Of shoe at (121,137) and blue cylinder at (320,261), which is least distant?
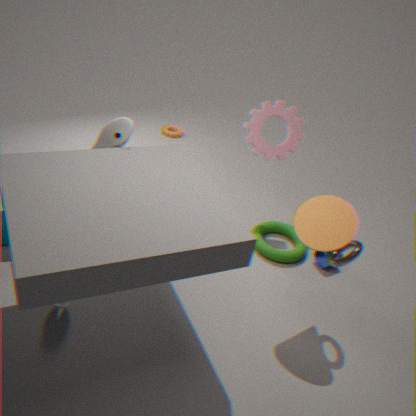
→ shoe at (121,137)
